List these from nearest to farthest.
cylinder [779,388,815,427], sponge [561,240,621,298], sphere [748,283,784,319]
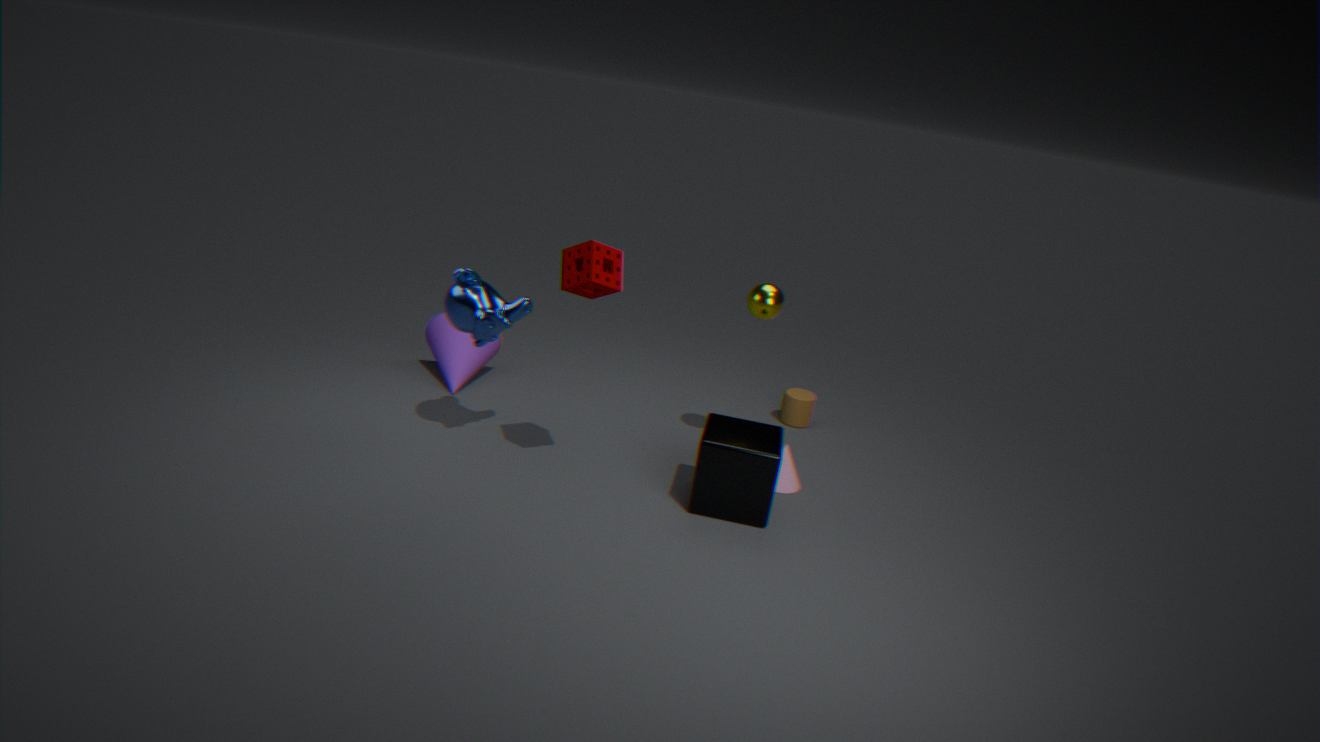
sponge [561,240,621,298] < sphere [748,283,784,319] < cylinder [779,388,815,427]
